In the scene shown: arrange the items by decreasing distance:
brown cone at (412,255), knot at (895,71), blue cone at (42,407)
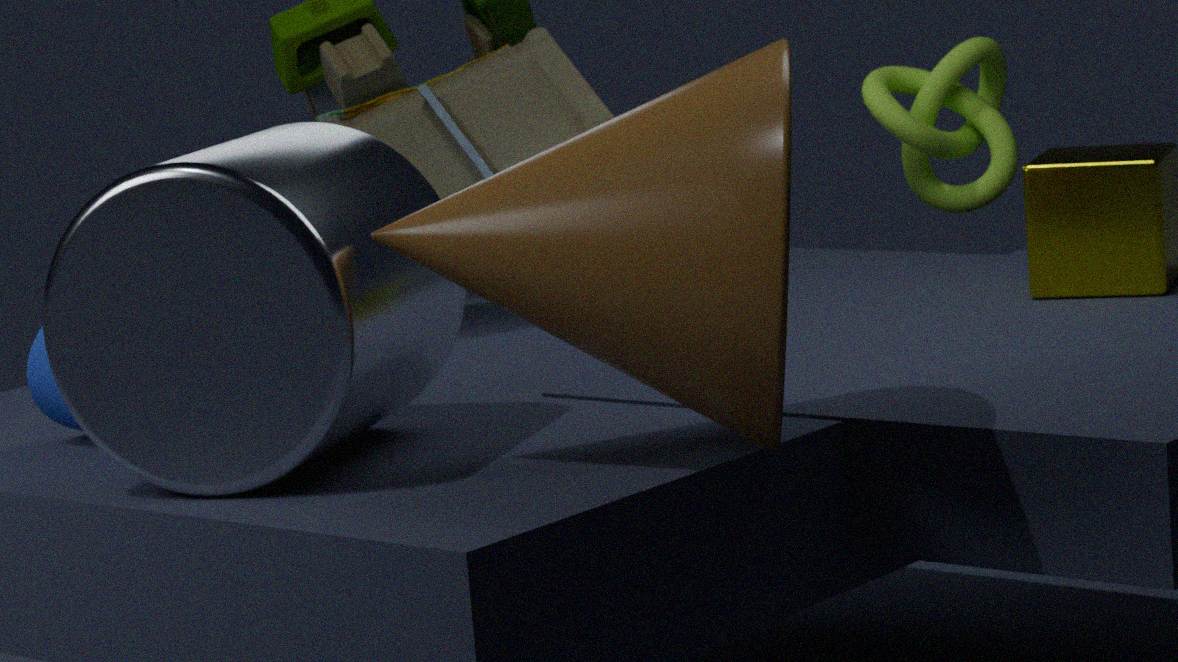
knot at (895,71), blue cone at (42,407), brown cone at (412,255)
